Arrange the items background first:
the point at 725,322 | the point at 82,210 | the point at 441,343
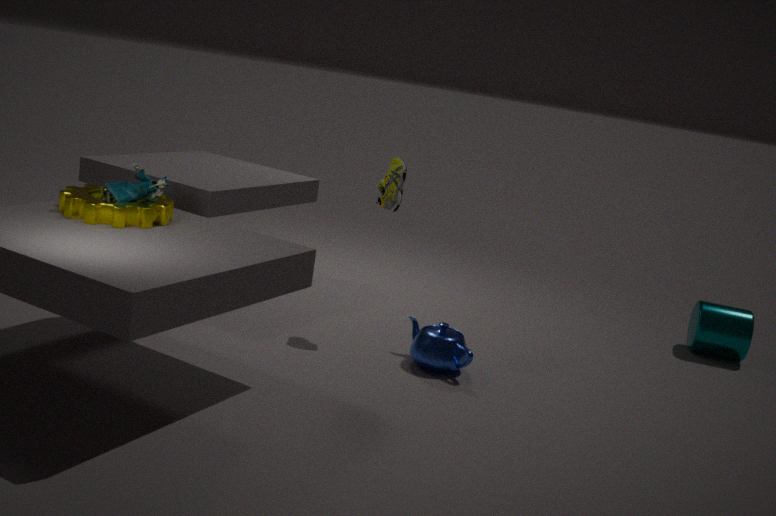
the point at 725,322, the point at 441,343, the point at 82,210
